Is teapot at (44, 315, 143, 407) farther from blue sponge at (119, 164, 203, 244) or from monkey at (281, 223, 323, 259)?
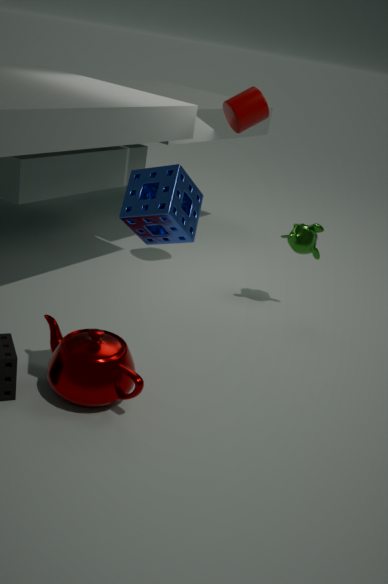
monkey at (281, 223, 323, 259)
